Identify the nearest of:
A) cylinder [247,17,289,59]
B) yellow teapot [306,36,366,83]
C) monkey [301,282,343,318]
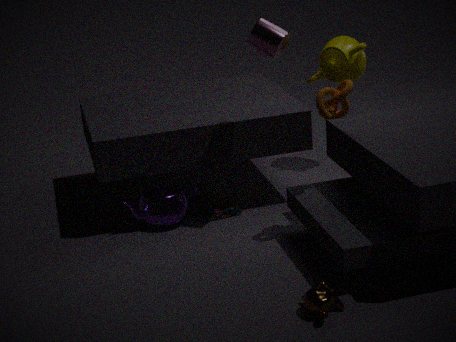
monkey [301,282,343,318]
